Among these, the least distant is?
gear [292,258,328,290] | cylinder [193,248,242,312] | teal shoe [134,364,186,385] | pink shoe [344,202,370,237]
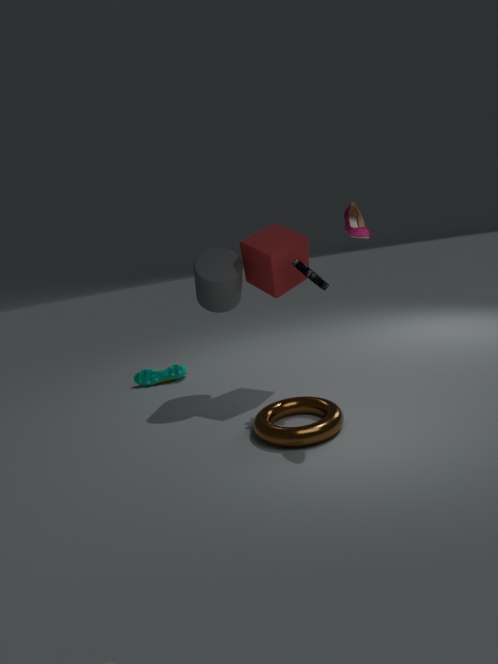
pink shoe [344,202,370,237]
